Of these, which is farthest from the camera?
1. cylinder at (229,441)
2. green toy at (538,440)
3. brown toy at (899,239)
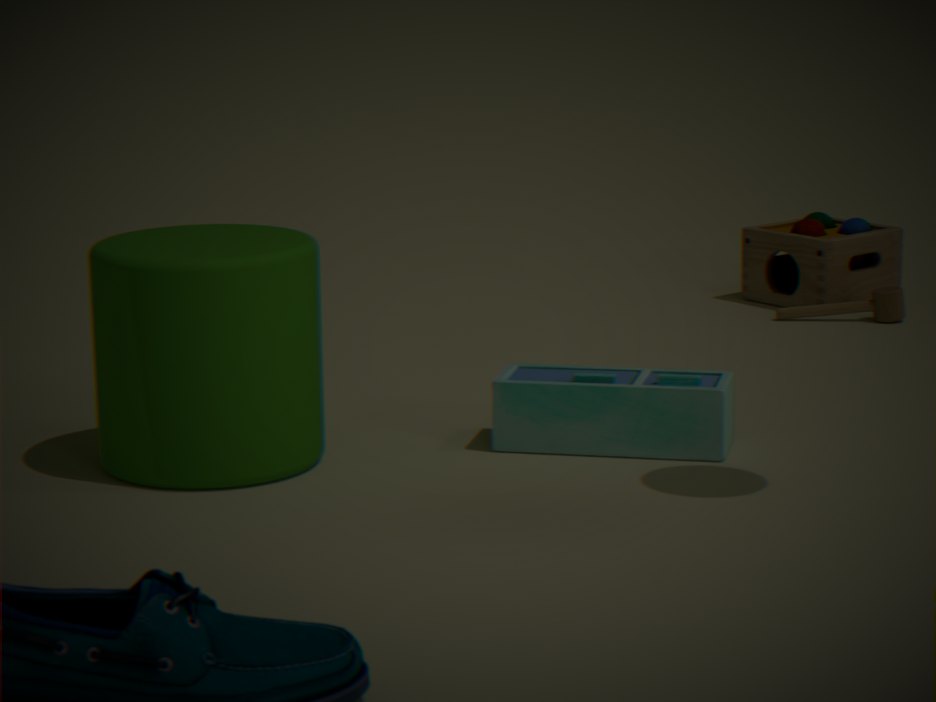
brown toy at (899,239)
